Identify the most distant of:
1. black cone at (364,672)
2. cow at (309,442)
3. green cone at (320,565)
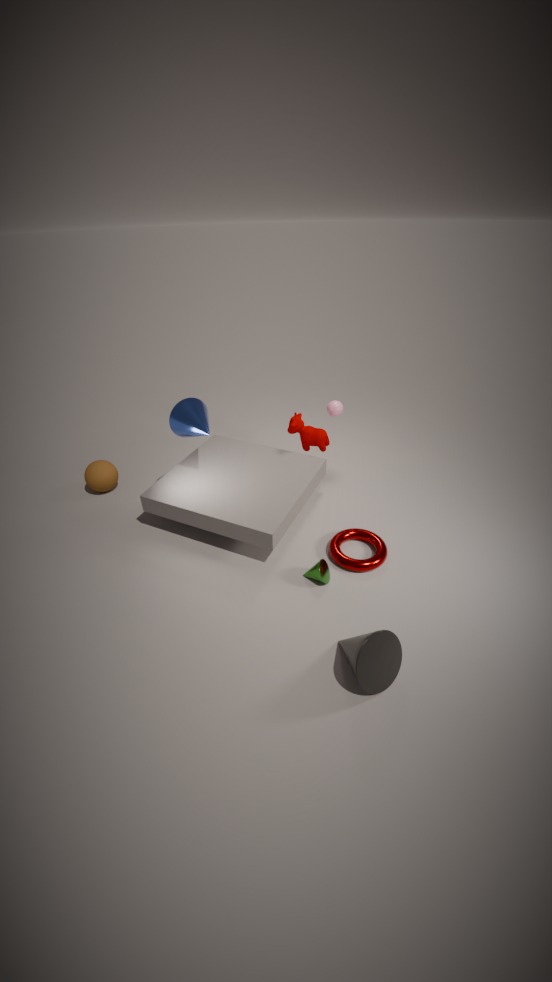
cow at (309,442)
